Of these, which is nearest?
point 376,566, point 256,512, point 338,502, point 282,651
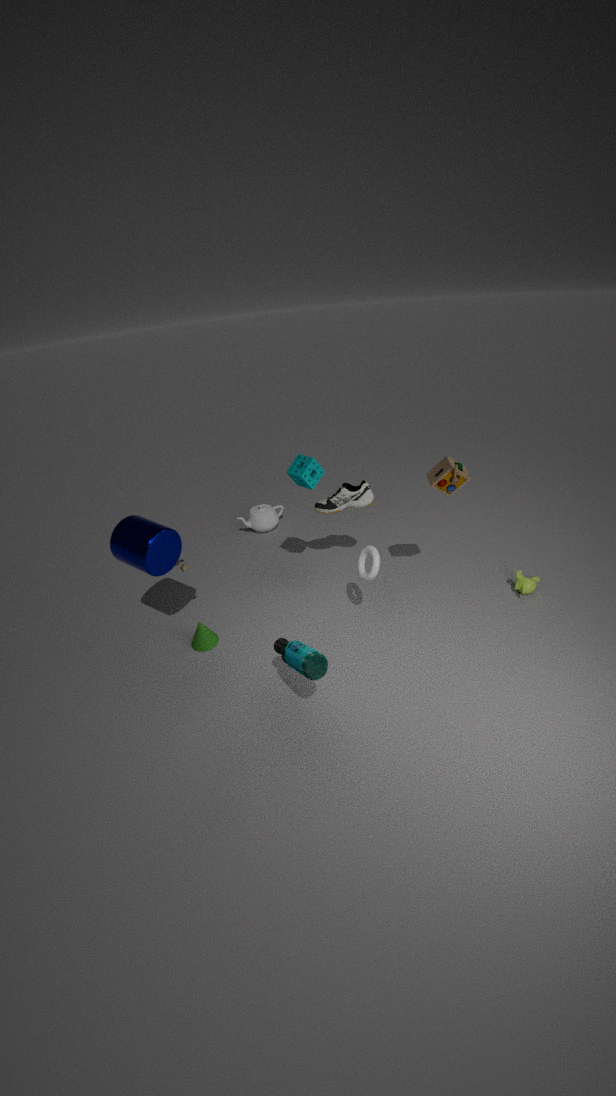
point 282,651
